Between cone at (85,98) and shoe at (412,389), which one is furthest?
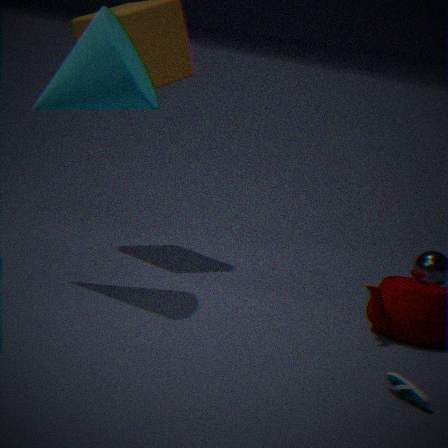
cone at (85,98)
